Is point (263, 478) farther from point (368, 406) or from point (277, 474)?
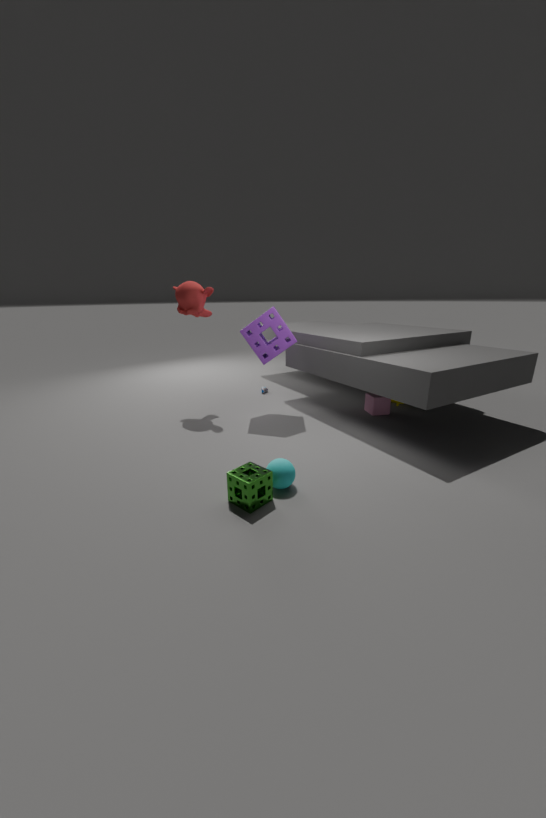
point (368, 406)
